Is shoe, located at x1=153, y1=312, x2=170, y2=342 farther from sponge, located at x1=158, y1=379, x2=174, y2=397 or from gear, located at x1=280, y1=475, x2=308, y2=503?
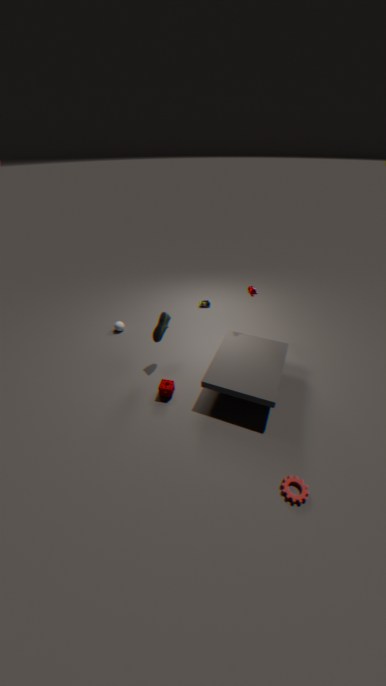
gear, located at x1=280, y1=475, x2=308, y2=503
